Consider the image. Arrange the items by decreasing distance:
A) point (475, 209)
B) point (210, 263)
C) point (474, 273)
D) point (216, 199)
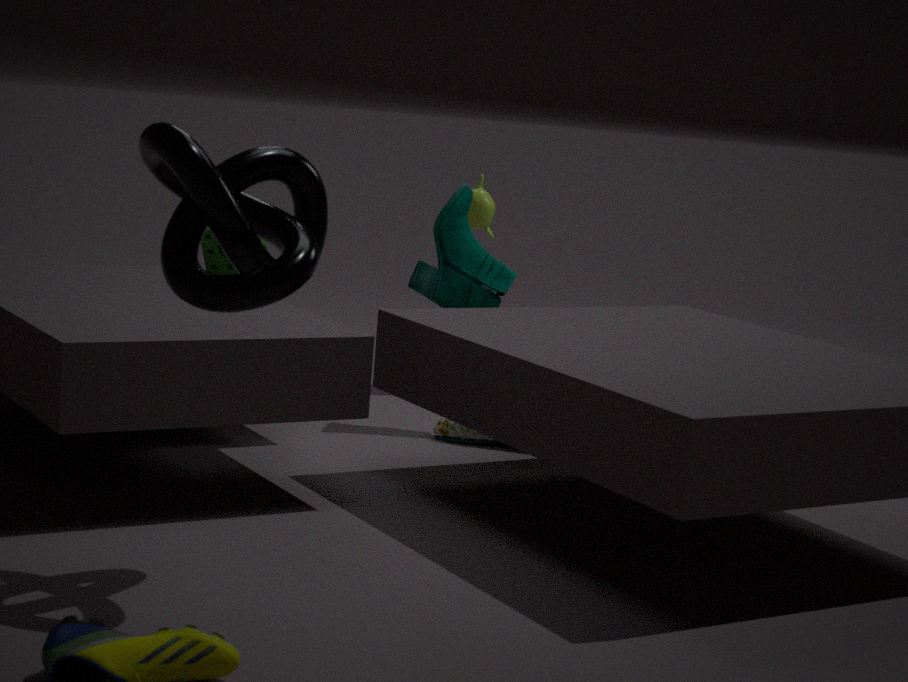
1. point (475, 209)
2. point (210, 263)
3. point (474, 273)
4. point (216, 199)
